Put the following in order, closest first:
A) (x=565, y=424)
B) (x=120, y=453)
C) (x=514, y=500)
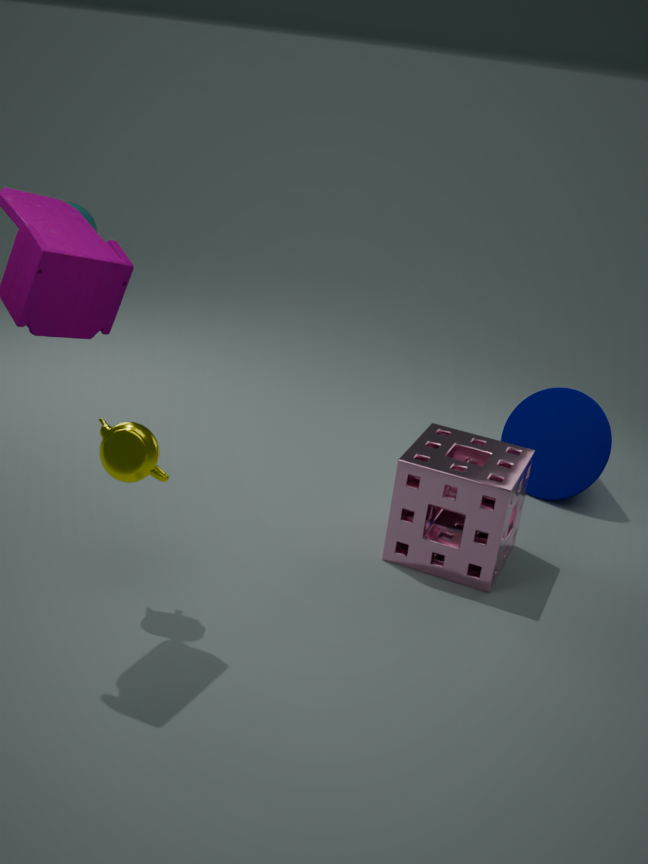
(x=120, y=453) < (x=514, y=500) < (x=565, y=424)
